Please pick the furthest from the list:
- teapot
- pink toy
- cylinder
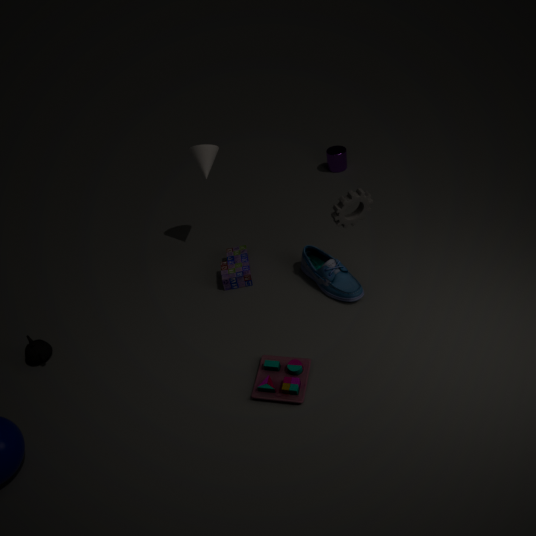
cylinder
